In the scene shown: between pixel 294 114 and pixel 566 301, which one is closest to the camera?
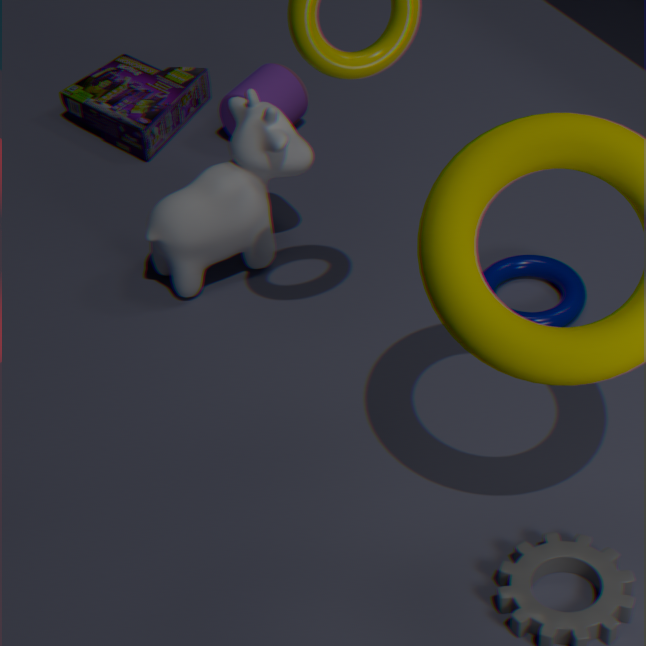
pixel 566 301
